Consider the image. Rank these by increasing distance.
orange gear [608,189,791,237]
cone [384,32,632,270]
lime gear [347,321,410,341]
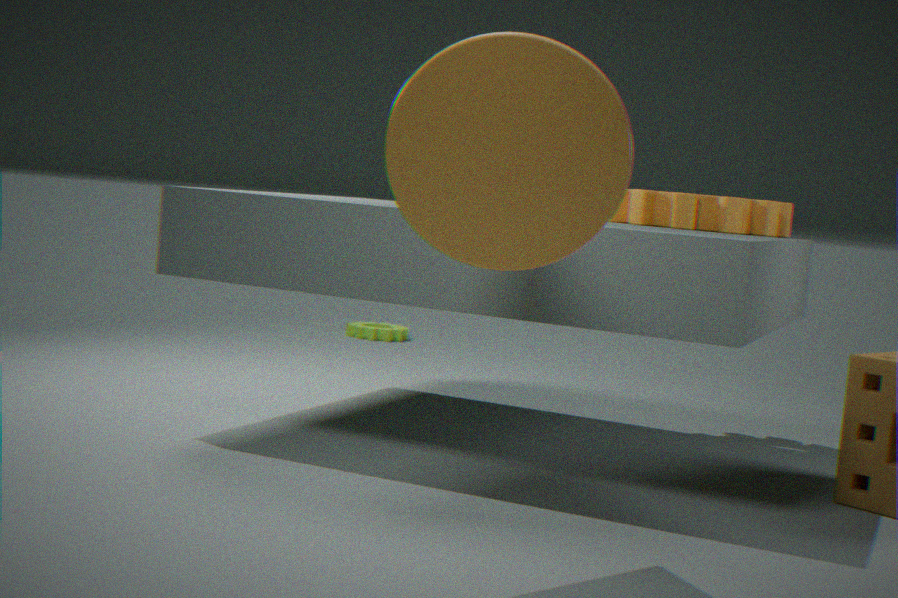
→ cone [384,32,632,270]
orange gear [608,189,791,237]
lime gear [347,321,410,341]
